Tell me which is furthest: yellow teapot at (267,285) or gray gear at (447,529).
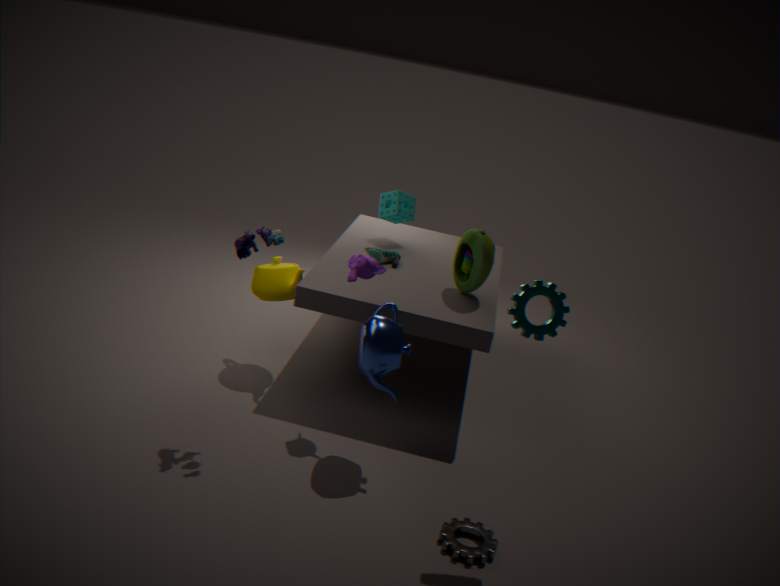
yellow teapot at (267,285)
